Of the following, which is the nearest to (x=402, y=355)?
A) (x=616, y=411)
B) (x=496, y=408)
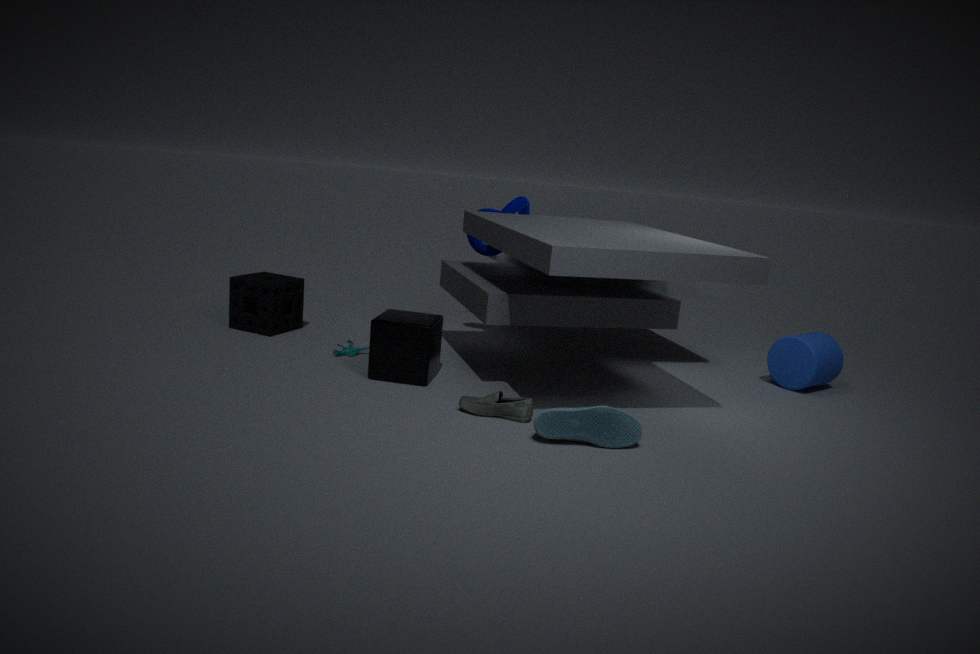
(x=496, y=408)
